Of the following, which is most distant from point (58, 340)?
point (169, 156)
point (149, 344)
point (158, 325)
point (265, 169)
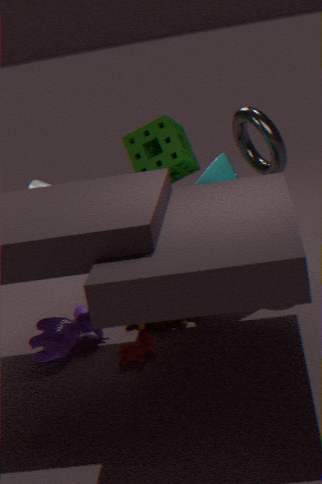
point (265, 169)
